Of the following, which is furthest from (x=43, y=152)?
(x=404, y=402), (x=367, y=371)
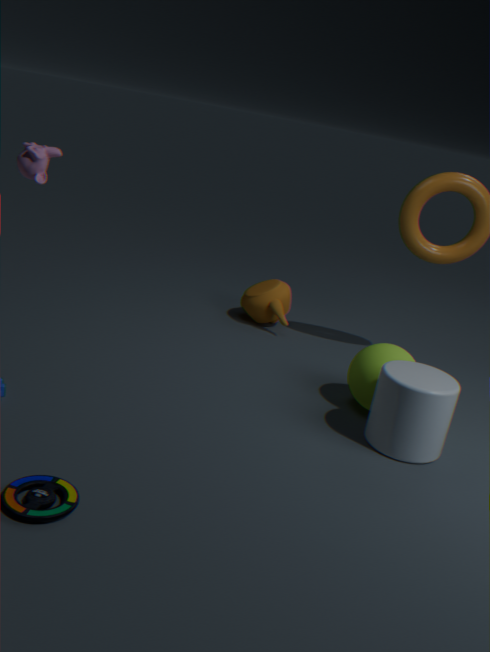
(x=404, y=402)
